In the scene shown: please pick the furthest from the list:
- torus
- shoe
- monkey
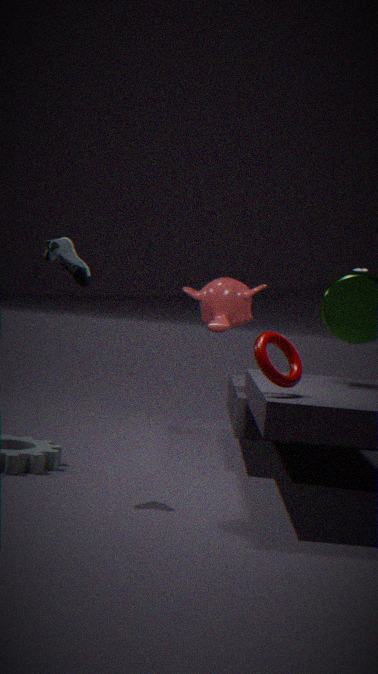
monkey
